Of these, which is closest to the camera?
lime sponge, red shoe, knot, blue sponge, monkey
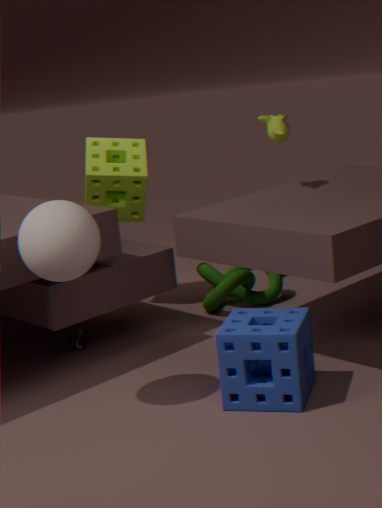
blue sponge
